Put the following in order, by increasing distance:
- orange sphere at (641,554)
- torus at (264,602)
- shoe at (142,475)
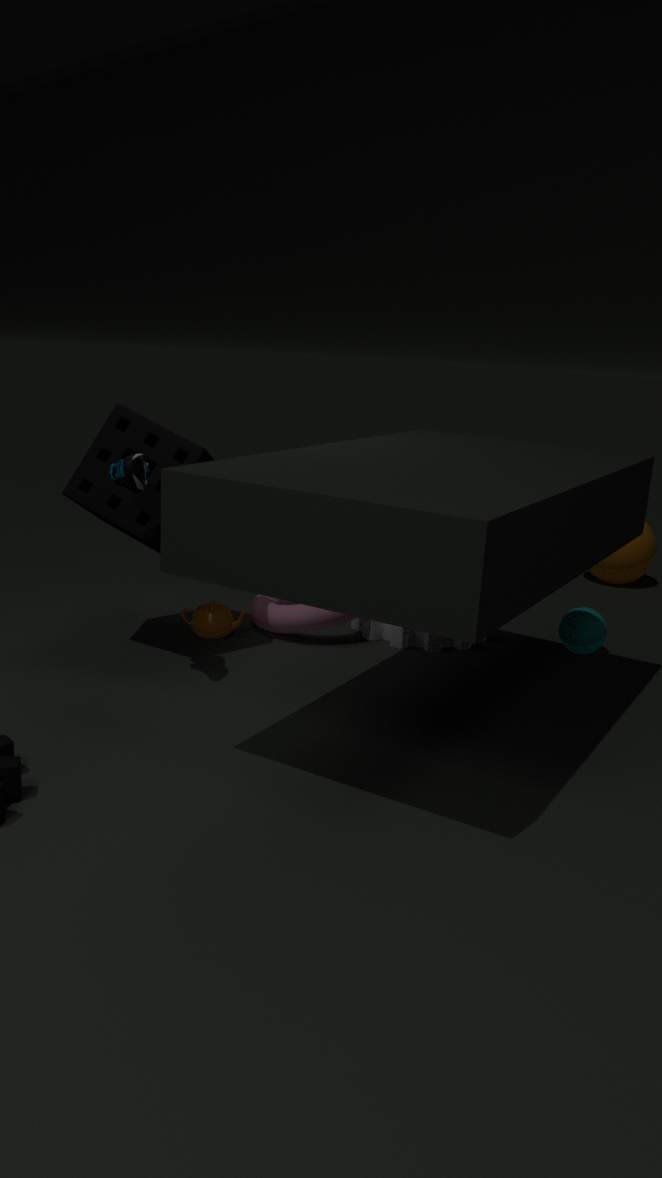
shoe at (142,475) → torus at (264,602) → orange sphere at (641,554)
